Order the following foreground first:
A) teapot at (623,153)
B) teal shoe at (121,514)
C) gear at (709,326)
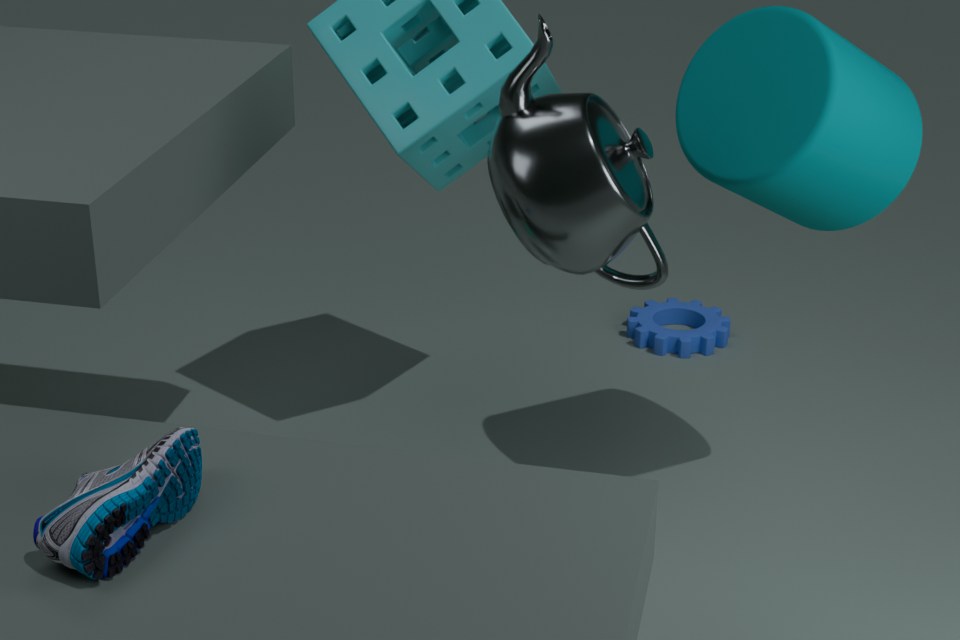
teal shoe at (121,514)
teapot at (623,153)
gear at (709,326)
